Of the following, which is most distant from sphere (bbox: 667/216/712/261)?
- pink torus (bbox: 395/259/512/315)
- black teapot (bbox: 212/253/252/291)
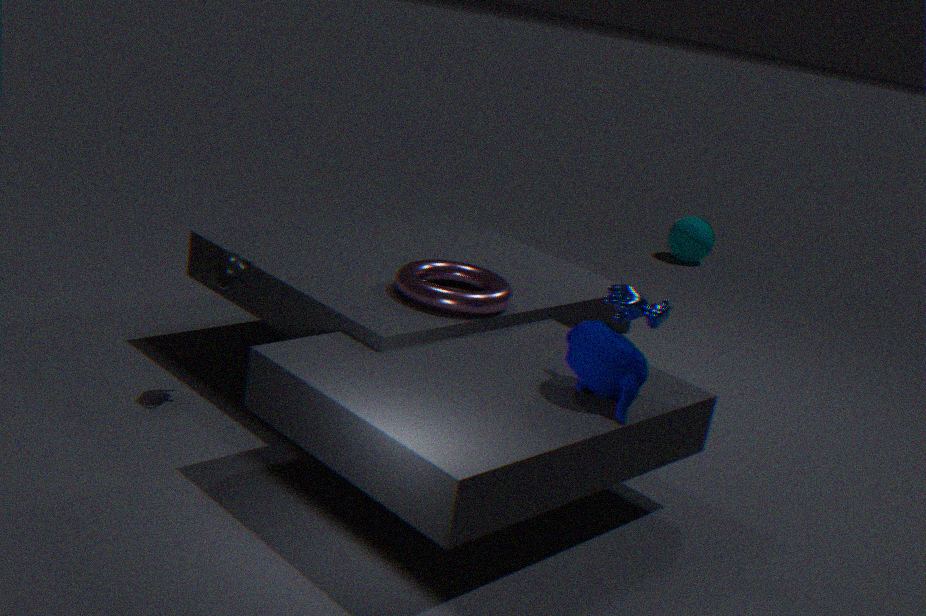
black teapot (bbox: 212/253/252/291)
